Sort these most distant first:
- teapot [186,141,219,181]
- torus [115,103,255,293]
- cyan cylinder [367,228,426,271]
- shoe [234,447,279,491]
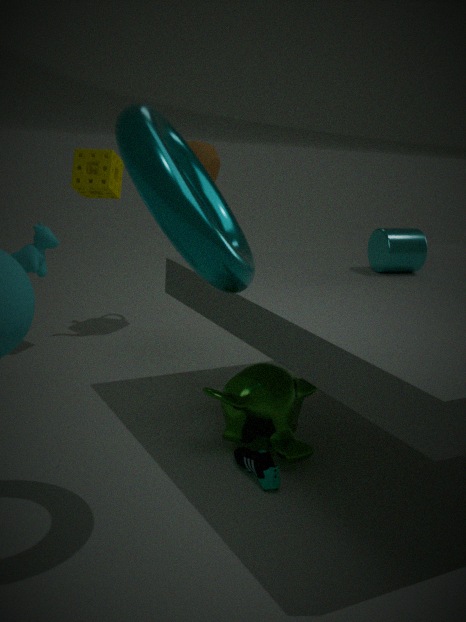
teapot [186,141,219,181] → cyan cylinder [367,228,426,271] → shoe [234,447,279,491] → torus [115,103,255,293]
